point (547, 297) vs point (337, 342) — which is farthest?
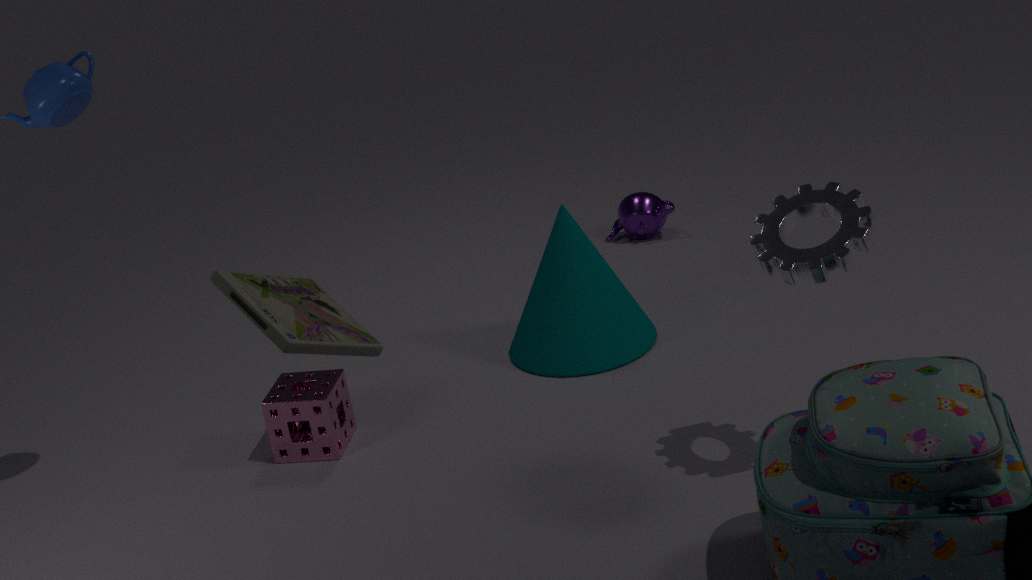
point (547, 297)
